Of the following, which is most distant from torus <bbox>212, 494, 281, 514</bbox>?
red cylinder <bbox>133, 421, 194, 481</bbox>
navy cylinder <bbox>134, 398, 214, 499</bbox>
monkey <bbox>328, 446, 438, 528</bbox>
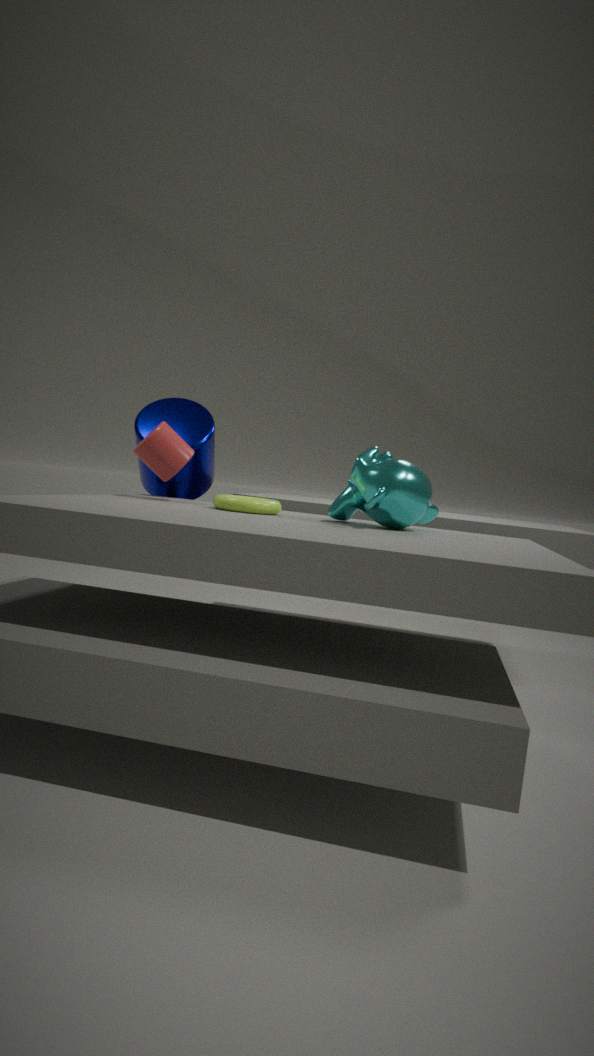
navy cylinder <bbox>134, 398, 214, 499</bbox>
